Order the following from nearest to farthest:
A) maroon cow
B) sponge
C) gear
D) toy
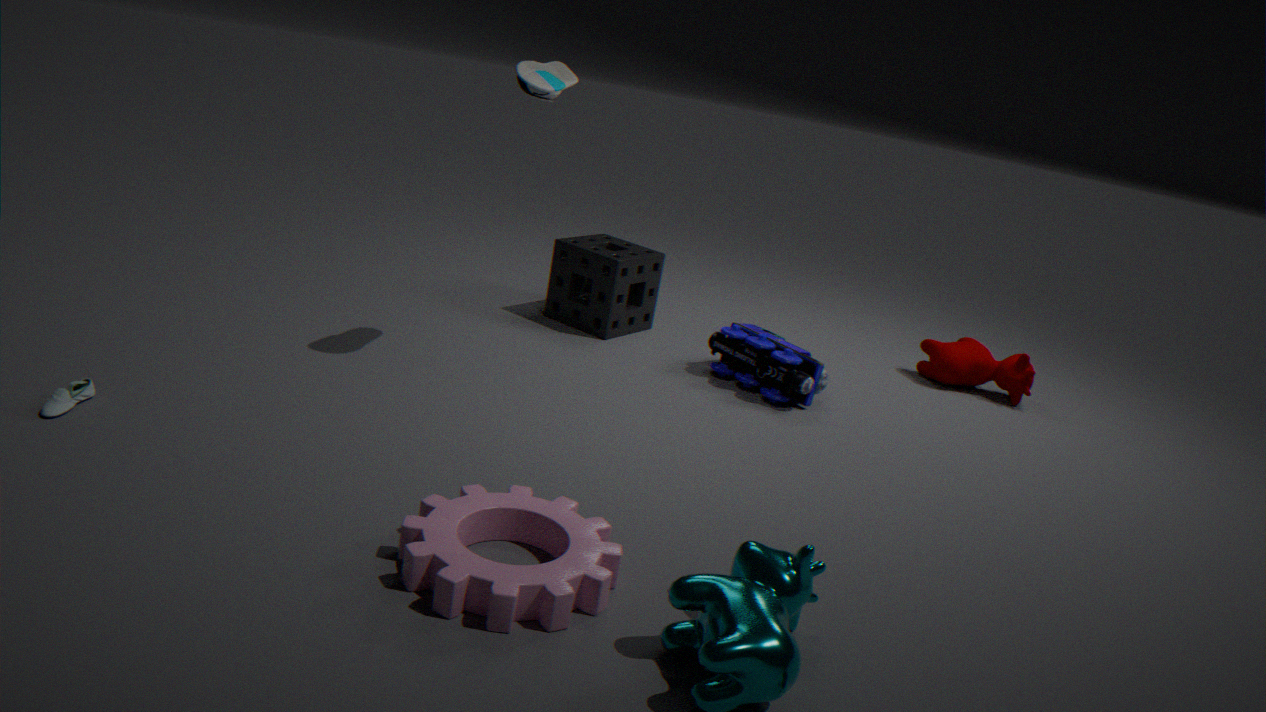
gear
toy
sponge
maroon cow
